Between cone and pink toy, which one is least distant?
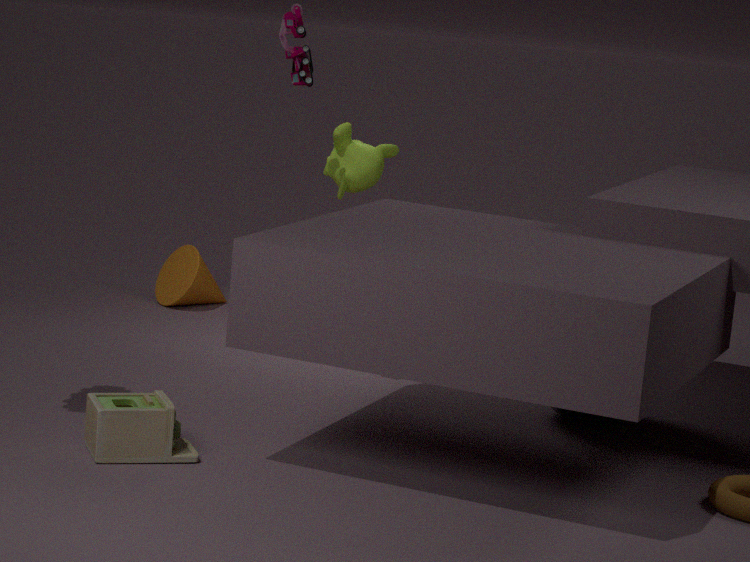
pink toy
